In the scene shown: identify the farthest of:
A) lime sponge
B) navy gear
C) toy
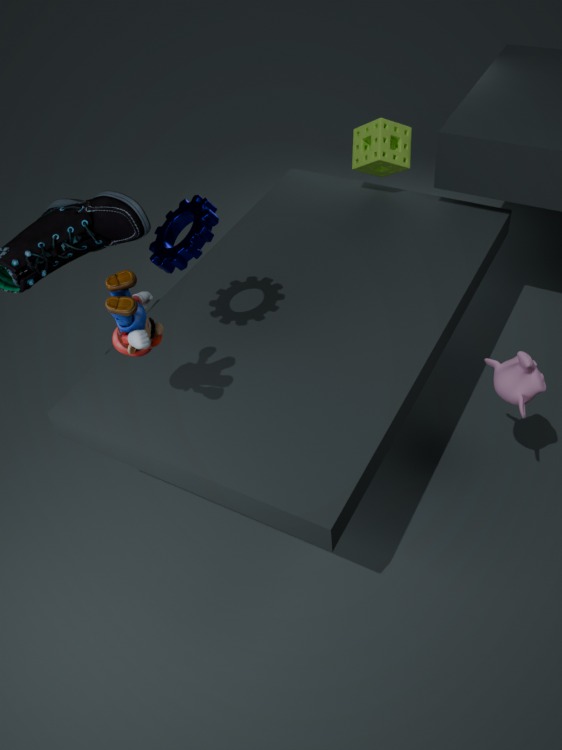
lime sponge
